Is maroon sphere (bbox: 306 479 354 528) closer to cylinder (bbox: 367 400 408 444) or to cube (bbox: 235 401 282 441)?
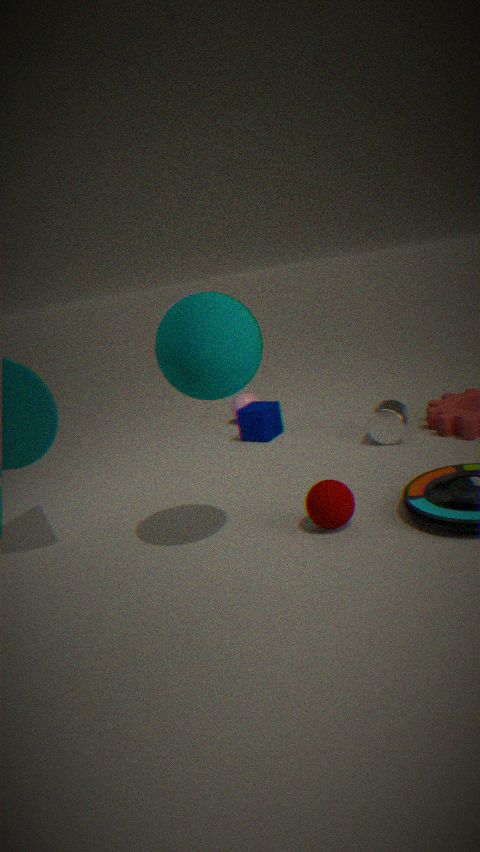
cylinder (bbox: 367 400 408 444)
